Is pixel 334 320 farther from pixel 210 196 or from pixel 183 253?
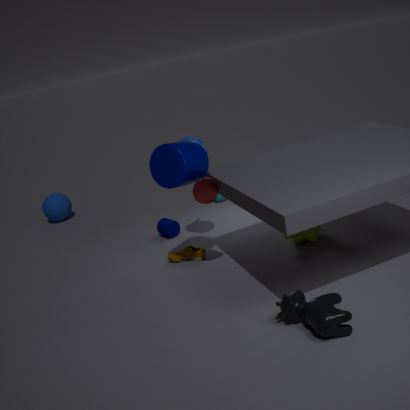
pixel 183 253
